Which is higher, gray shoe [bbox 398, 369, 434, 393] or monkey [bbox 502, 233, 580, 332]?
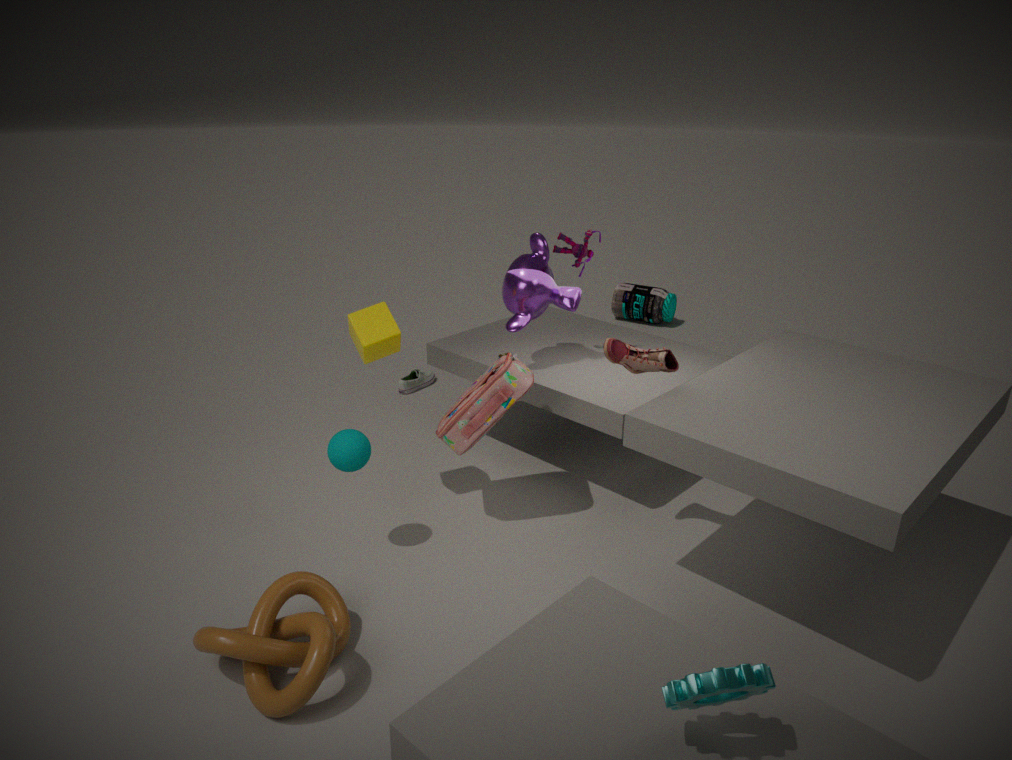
monkey [bbox 502, 233, 580, 332]
